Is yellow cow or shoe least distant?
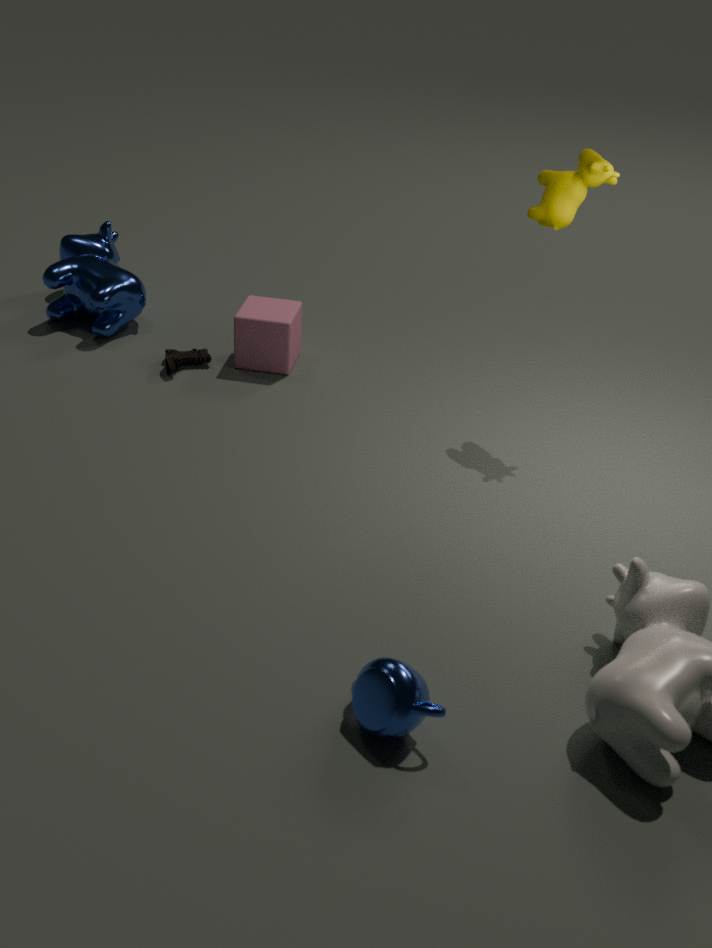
yellow cow
